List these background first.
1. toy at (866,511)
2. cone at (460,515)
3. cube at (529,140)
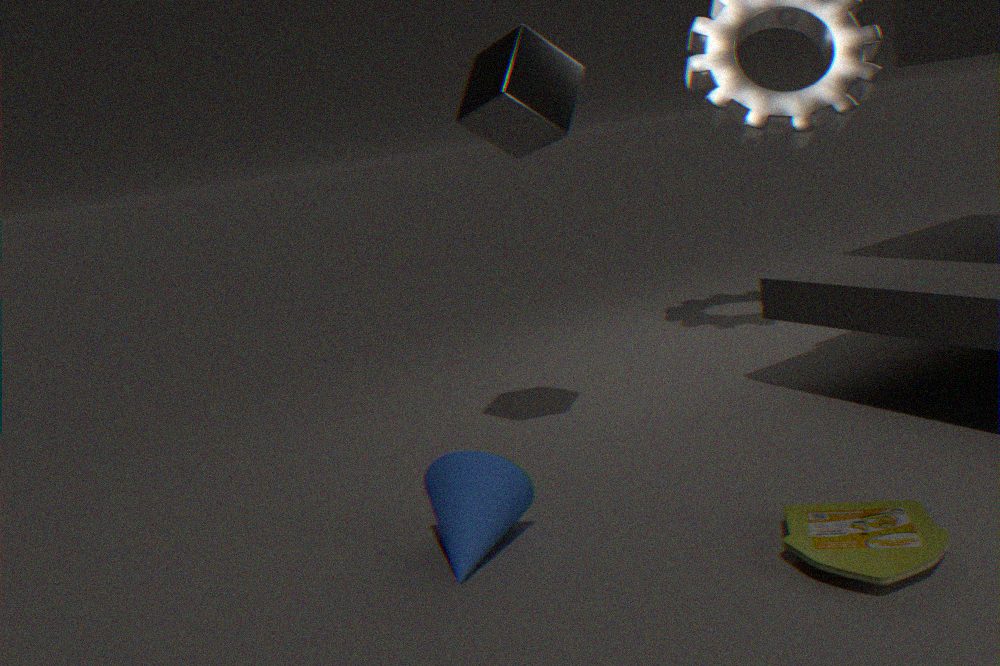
cube at (529,140)
cone at (460,515)
toy at (866,511)
